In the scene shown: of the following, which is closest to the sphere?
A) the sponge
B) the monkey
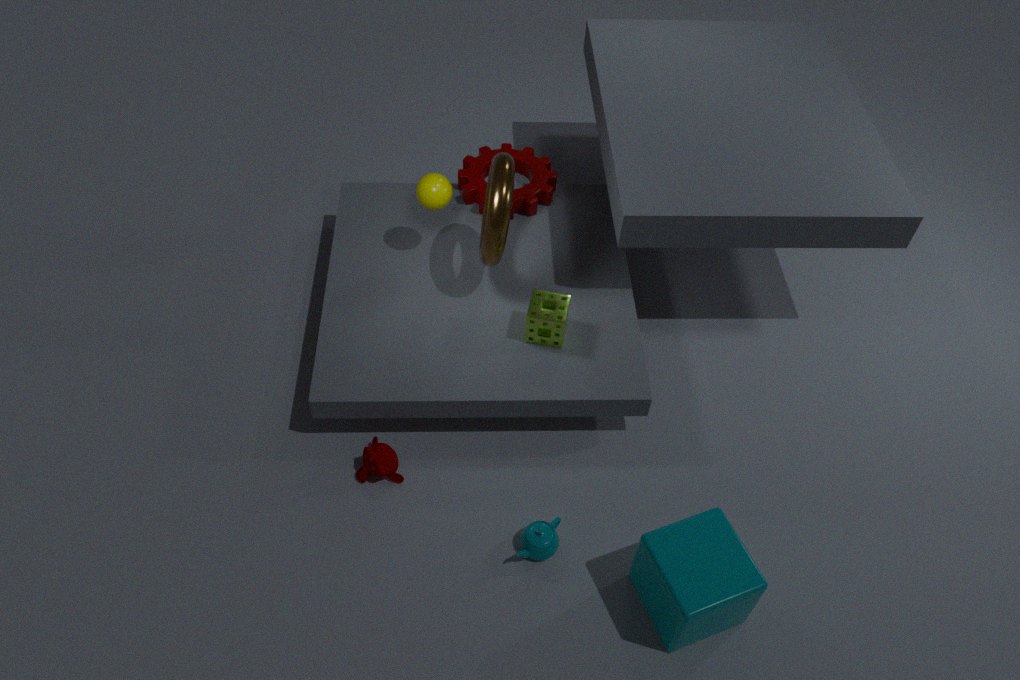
the sponge
